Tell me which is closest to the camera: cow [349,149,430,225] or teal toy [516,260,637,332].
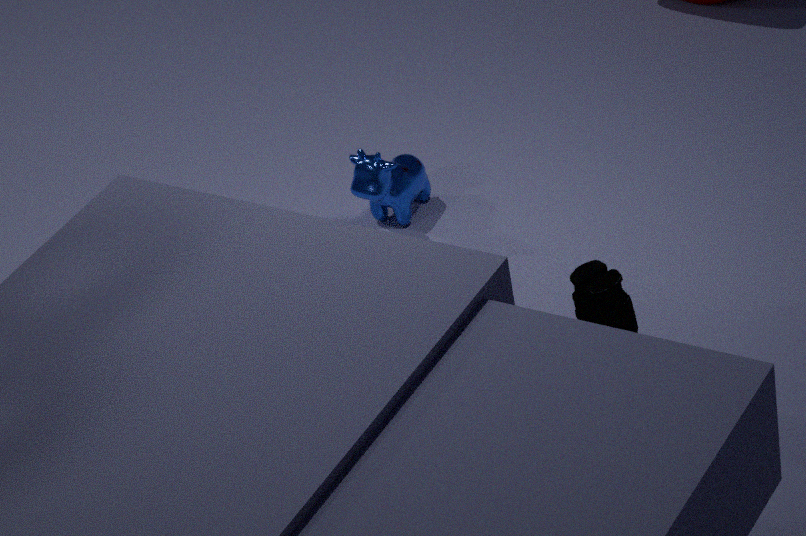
teal toy [516,260,637,332]
